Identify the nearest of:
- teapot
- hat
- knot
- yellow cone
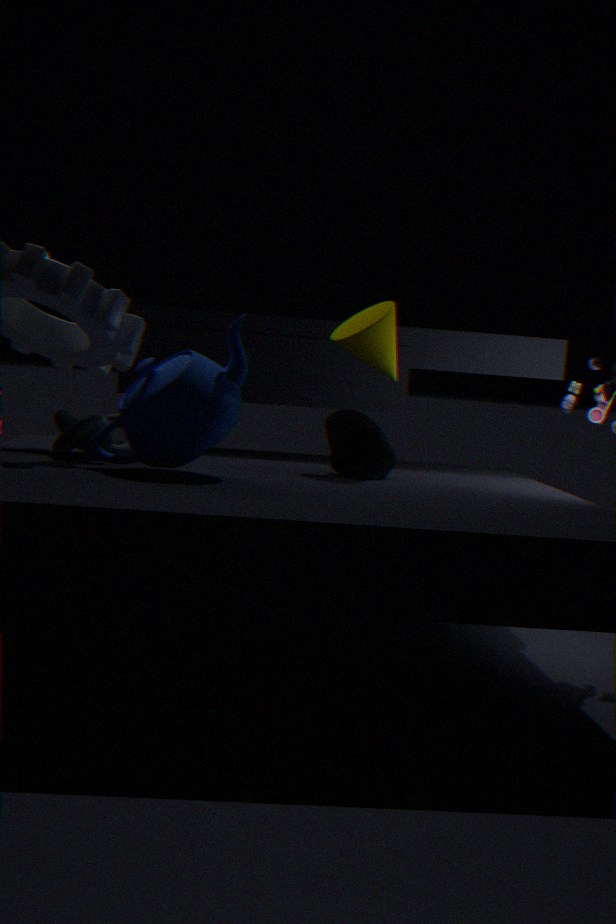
teapot
